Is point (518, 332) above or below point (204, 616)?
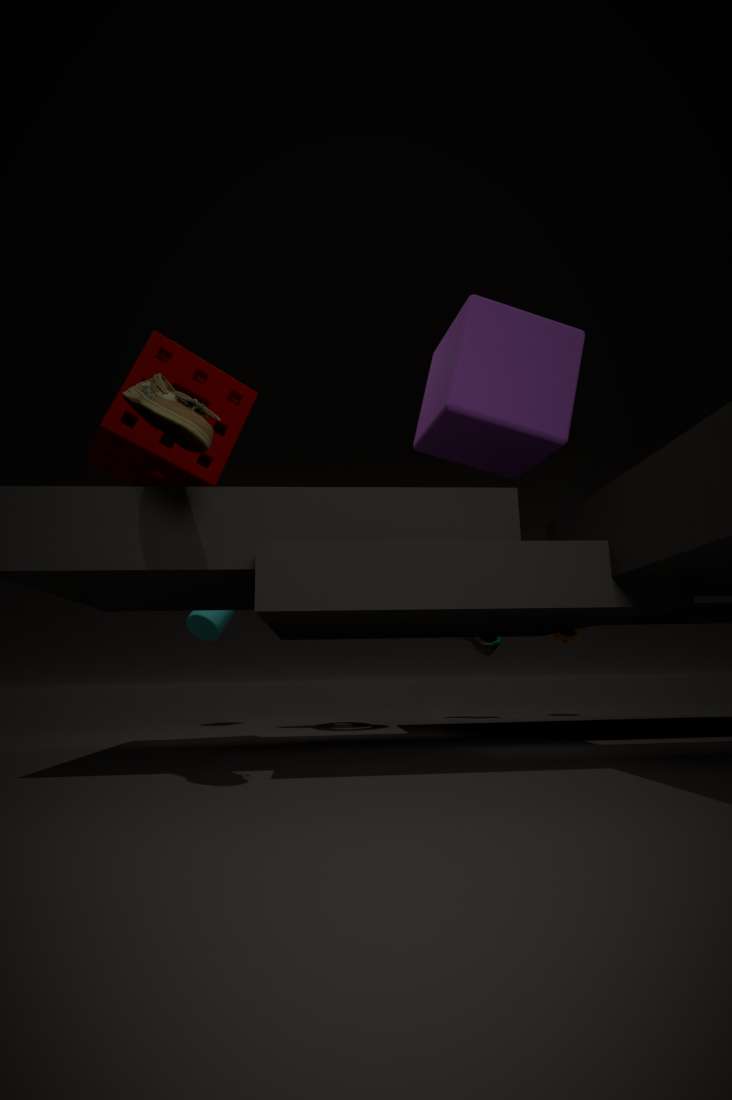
above
